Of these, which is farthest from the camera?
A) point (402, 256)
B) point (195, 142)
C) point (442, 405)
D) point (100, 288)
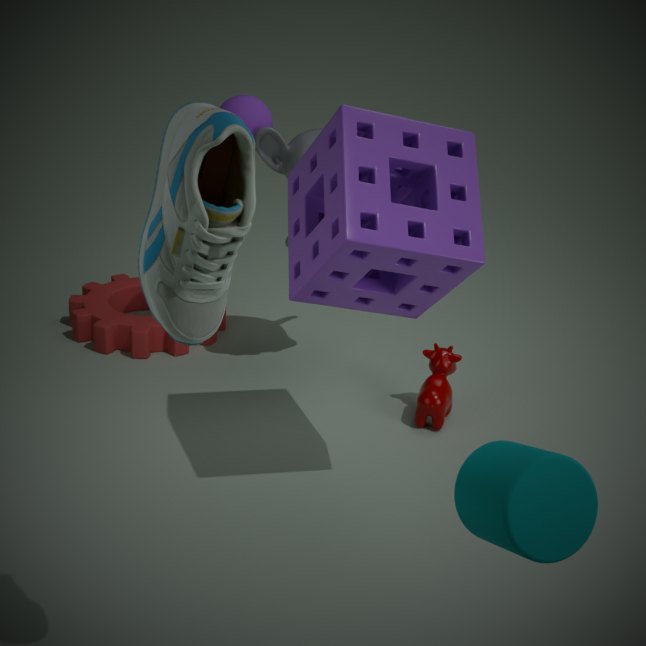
point (100, 288)
